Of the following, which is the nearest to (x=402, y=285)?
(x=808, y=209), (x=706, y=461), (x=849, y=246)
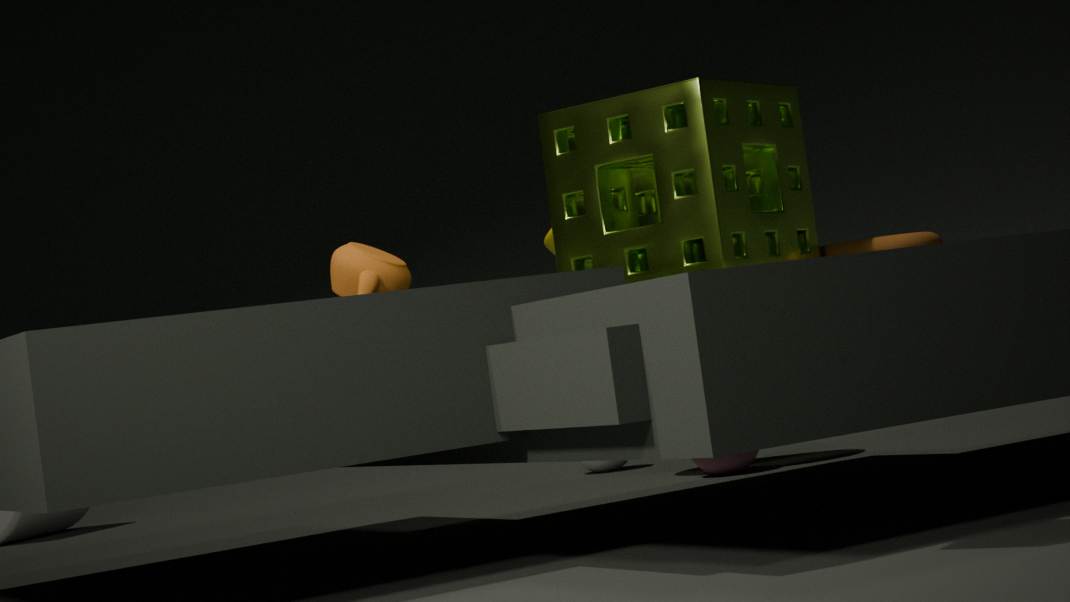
(x=808, y=209)
